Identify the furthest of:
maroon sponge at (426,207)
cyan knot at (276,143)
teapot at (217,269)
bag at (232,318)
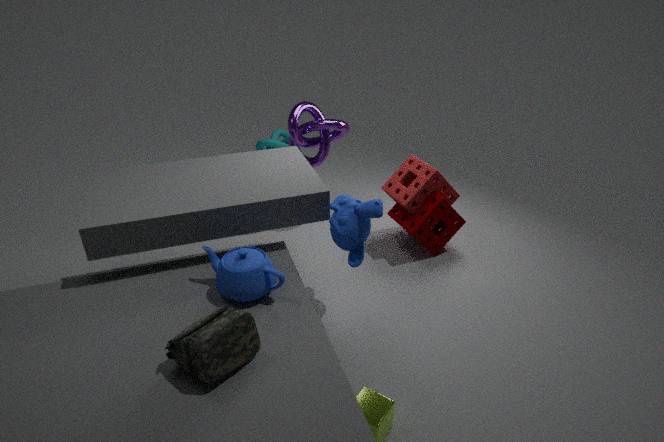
cyan knot at (276,143)
